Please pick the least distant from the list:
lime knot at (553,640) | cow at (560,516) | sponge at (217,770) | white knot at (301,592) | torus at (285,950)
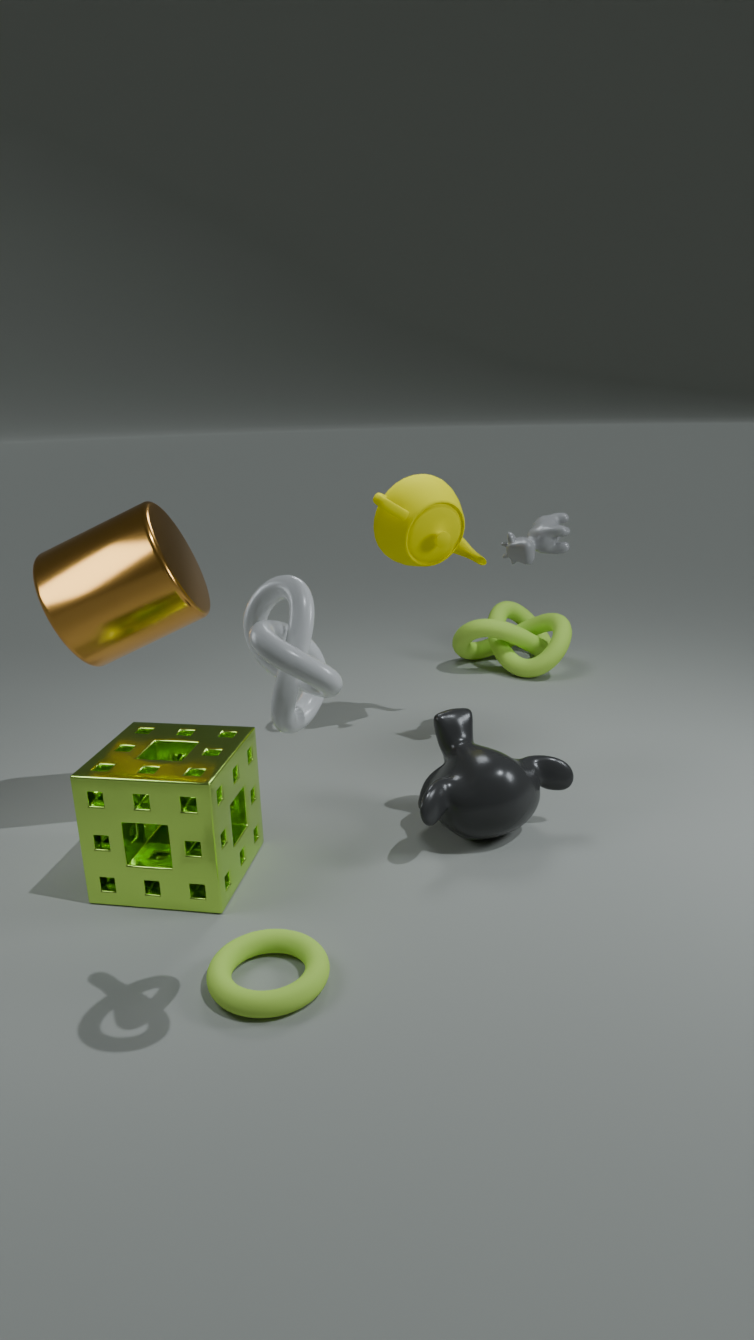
white knot at (301,592)
